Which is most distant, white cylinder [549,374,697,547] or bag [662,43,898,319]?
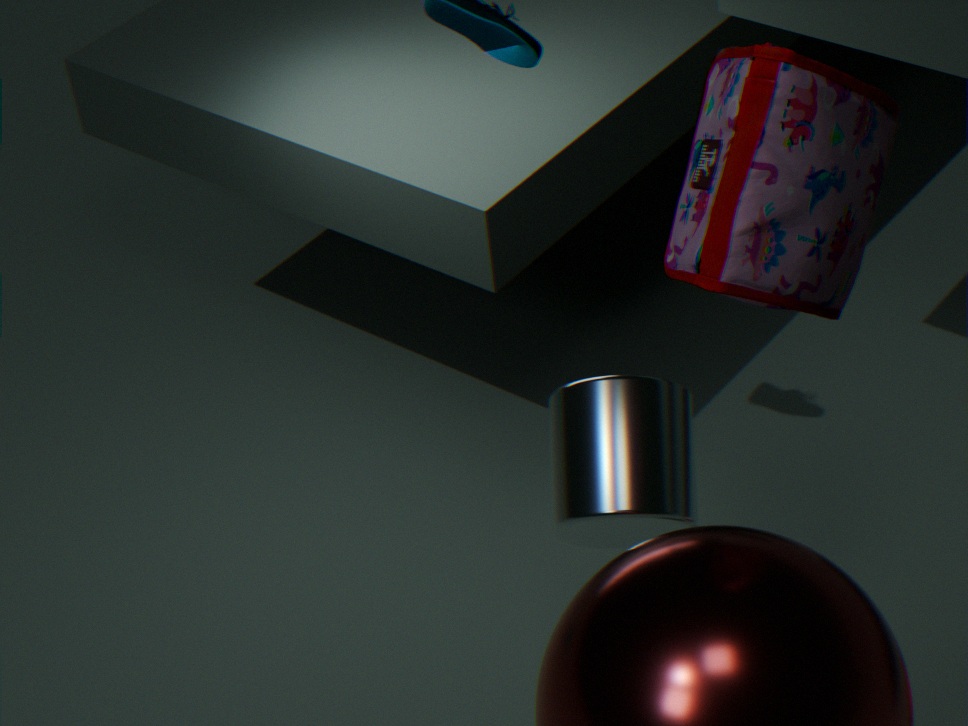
white cylinder [549,374,697,547]
